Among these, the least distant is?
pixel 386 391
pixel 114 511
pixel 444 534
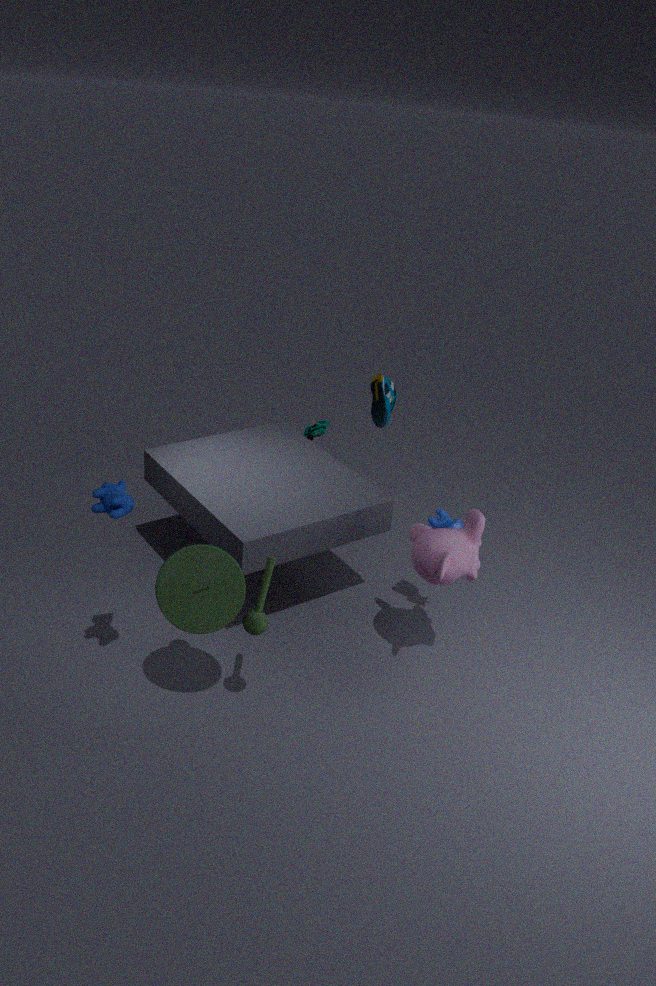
pixel 114 511
